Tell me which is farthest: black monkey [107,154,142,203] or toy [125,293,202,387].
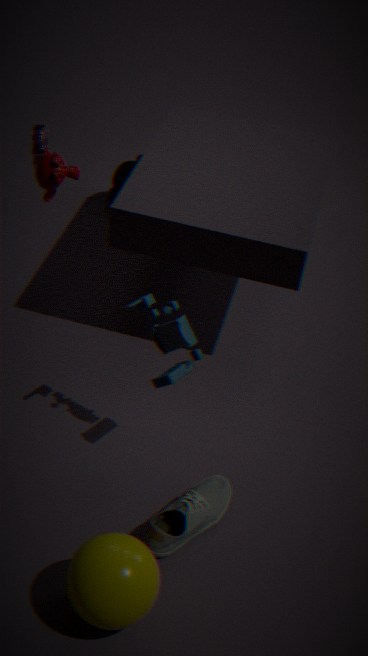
black monkey [107,154,142,203]
